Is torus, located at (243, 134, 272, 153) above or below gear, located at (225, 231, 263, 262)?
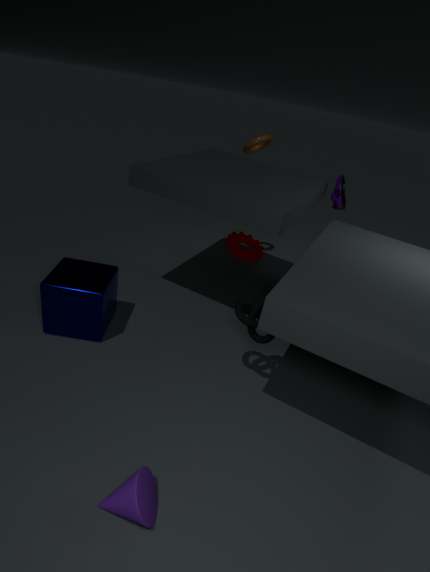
above
